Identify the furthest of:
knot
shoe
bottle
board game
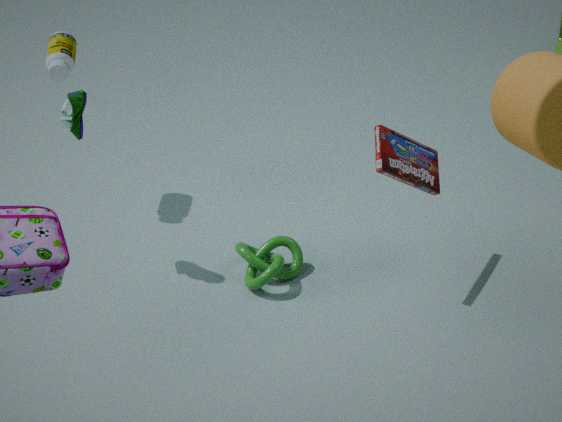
bottle
